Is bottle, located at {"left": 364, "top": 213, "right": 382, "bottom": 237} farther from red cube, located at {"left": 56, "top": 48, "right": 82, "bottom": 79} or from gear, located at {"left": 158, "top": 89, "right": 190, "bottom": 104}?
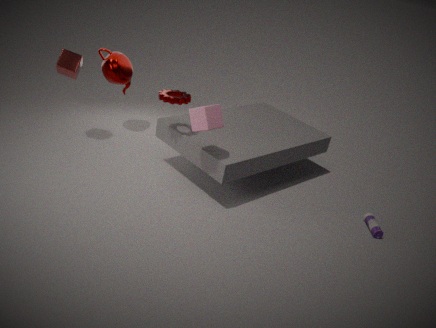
red cube, located at {"left": 56, "top": 48, "right": 82, "bottom": 79}
